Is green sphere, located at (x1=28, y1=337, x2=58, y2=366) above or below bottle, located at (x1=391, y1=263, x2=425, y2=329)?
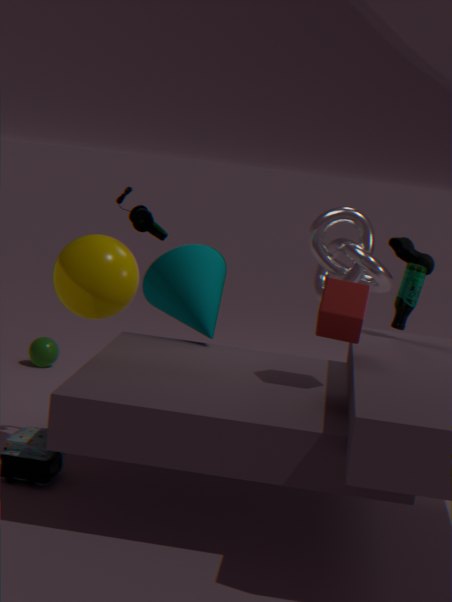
below
